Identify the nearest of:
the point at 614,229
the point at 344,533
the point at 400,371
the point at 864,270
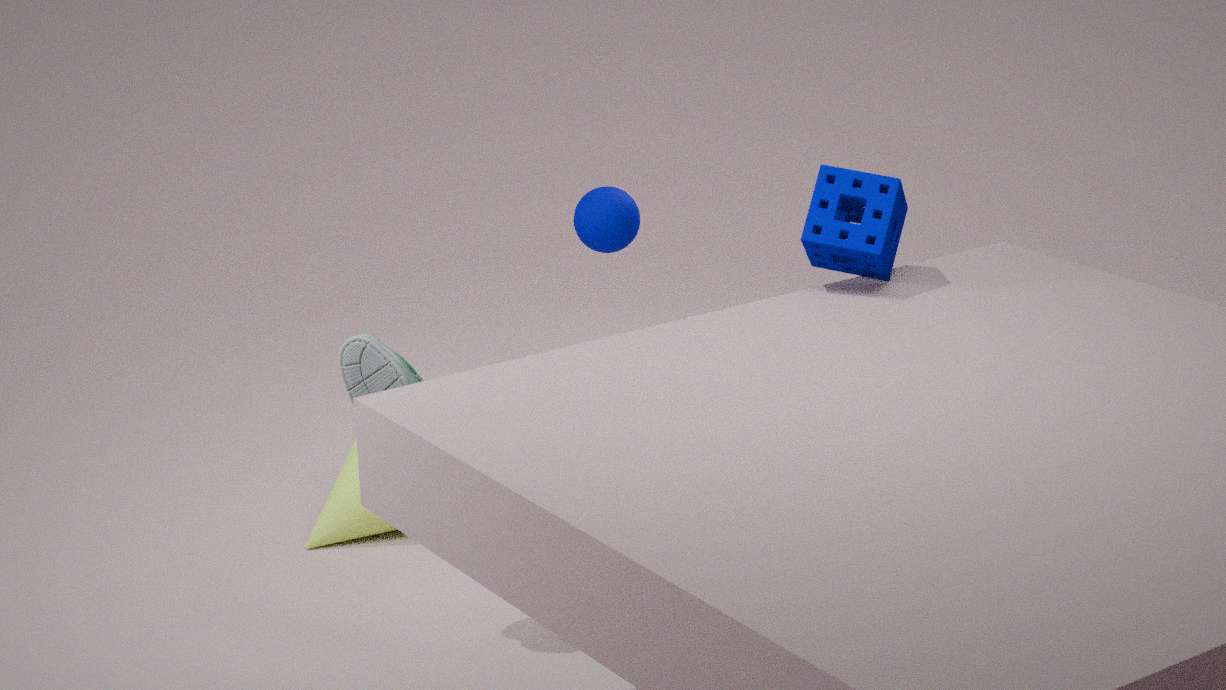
the point at 400,371
